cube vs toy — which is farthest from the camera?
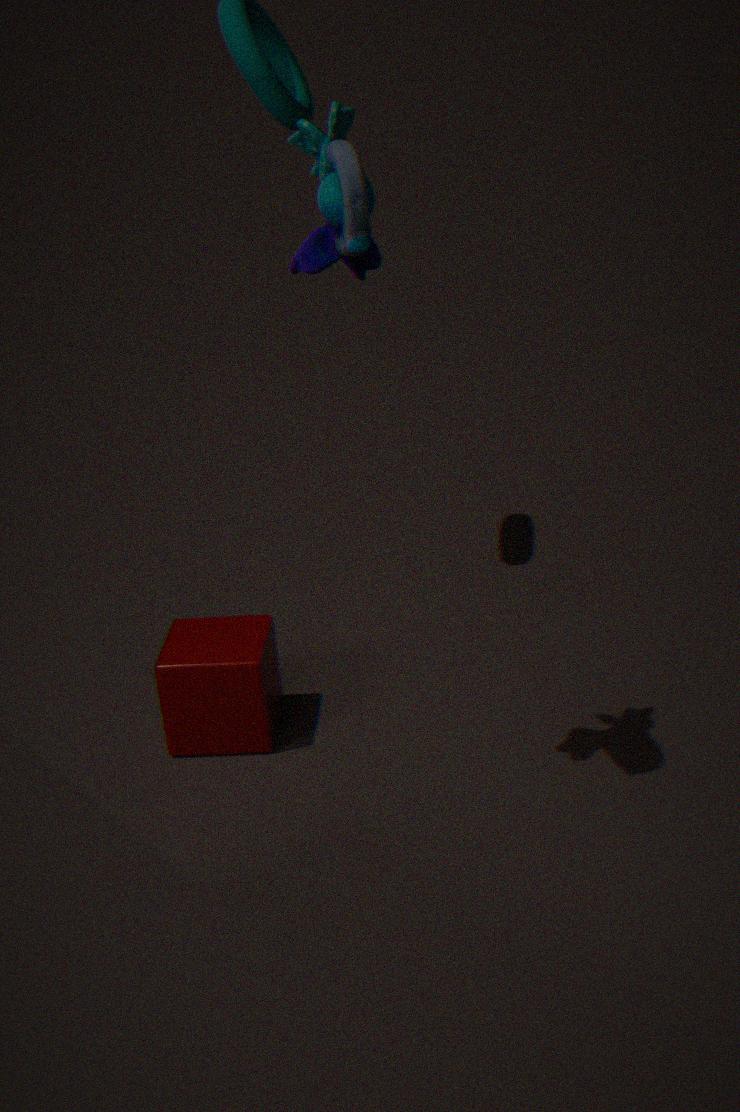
cube
